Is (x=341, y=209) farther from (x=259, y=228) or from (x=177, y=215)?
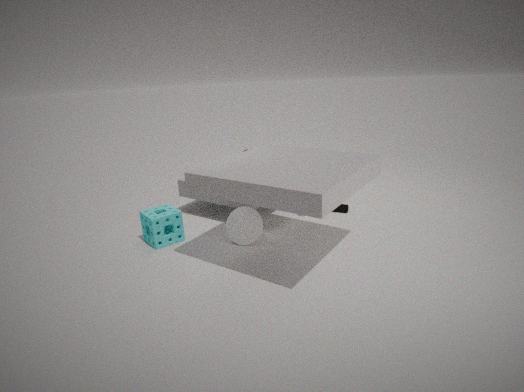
(x=177, y=215)
